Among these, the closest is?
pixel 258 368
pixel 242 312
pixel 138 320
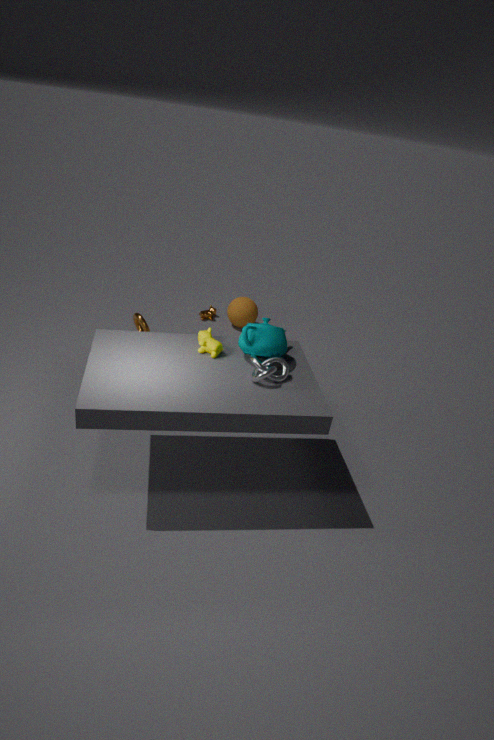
pixel 258 368
